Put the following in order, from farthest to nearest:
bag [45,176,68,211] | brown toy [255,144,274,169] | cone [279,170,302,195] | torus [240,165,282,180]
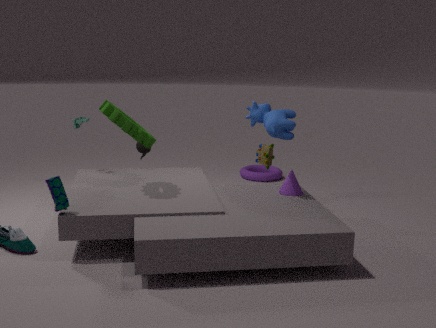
torus [240,165,282,180]
brown toy [255,144,274,169]
cone [279,170,302,195]
bag [45,176,68,211]
